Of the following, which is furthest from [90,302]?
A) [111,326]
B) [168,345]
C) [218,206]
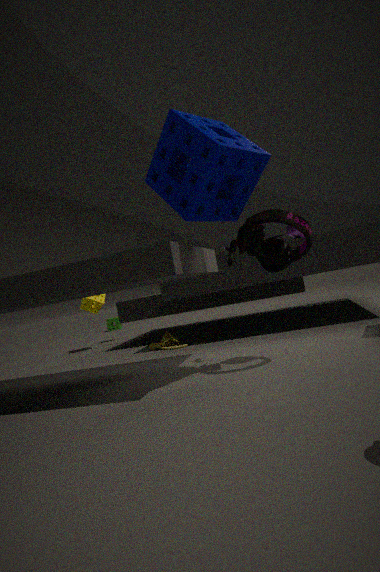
[218,206]
